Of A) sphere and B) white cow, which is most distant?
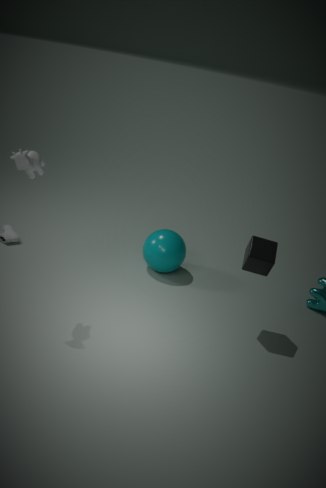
A. sphere
